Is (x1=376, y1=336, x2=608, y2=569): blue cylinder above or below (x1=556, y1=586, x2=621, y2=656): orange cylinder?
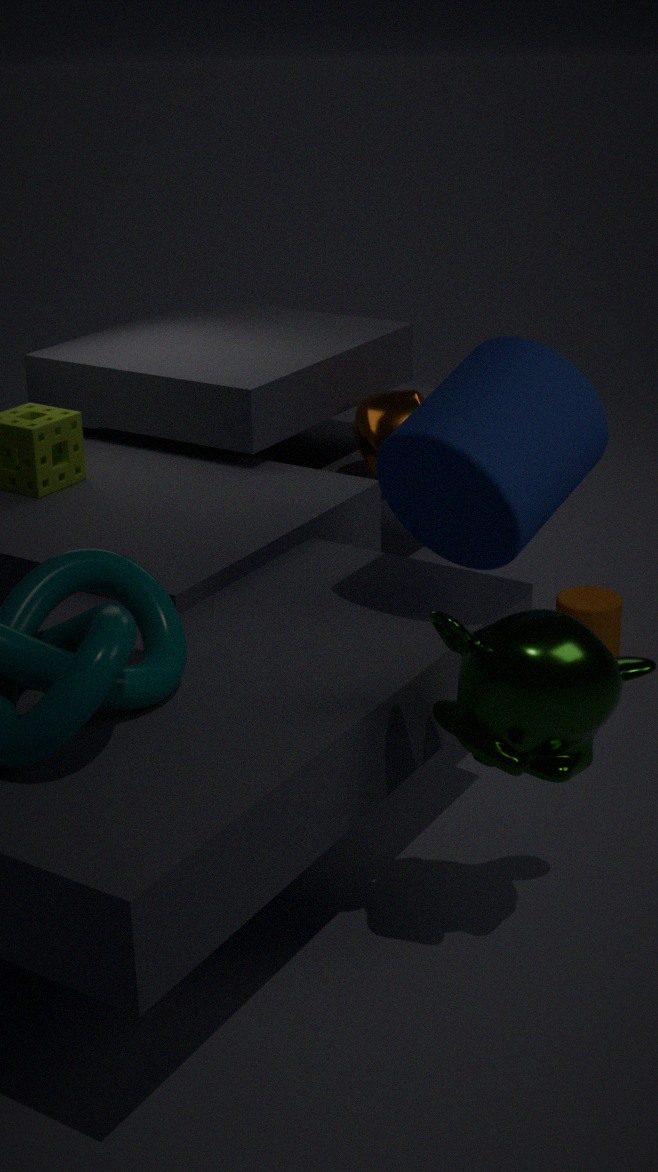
above
